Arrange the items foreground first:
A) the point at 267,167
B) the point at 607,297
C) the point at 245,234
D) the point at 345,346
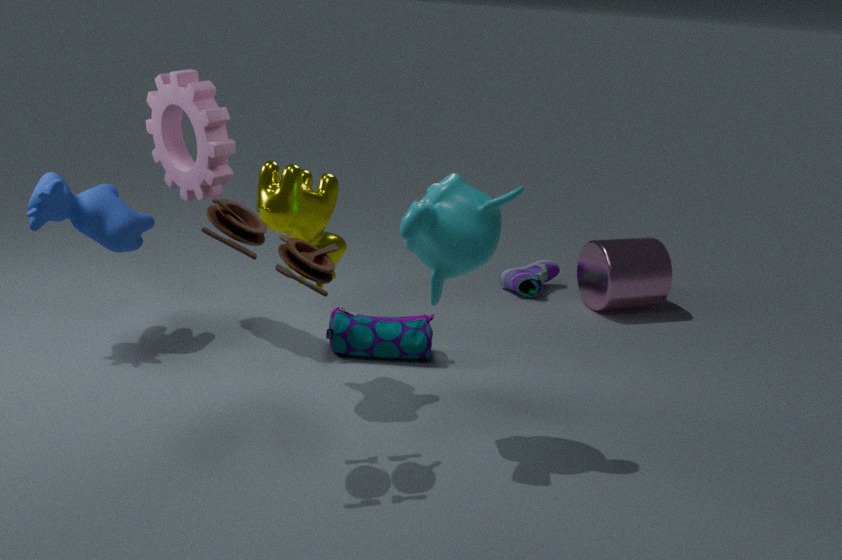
the point at 245,234 → the point at 267,167 → the point at 345,346 → the point at 607,297
